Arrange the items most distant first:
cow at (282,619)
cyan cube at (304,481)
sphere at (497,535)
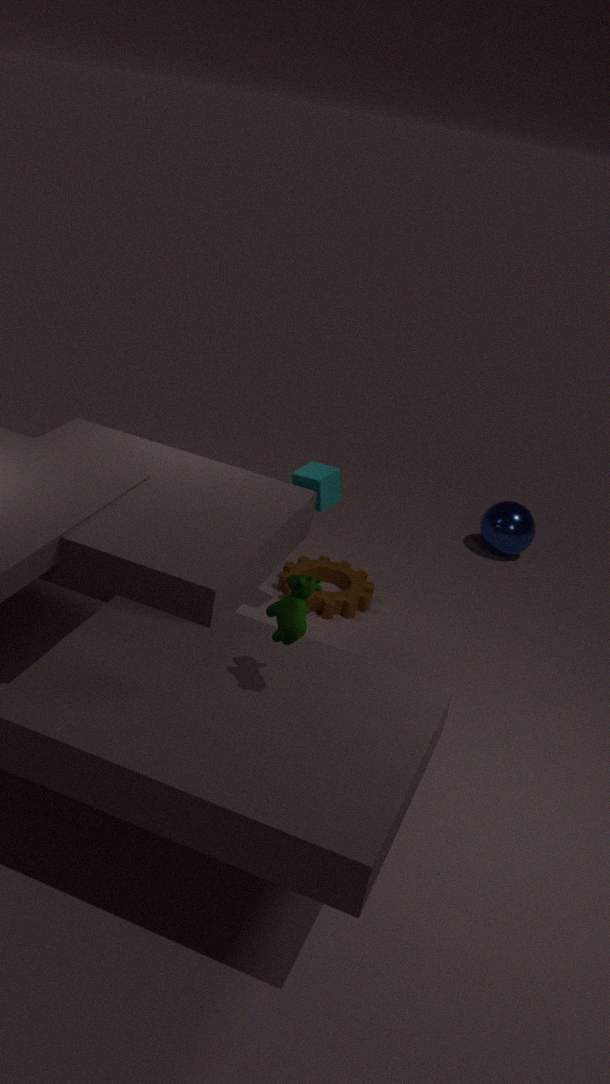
sphere at (497,535)
cyan cube at (304,481)
cow at (282,619)
